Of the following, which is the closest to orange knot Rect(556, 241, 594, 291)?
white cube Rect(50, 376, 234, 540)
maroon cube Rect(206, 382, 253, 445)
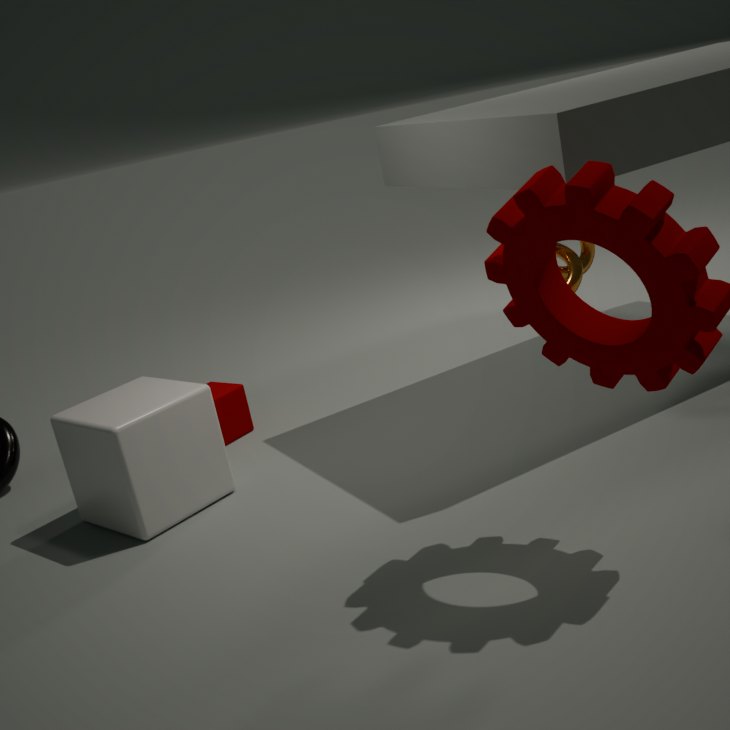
white cube Rect(50, 376, 234, 540)
